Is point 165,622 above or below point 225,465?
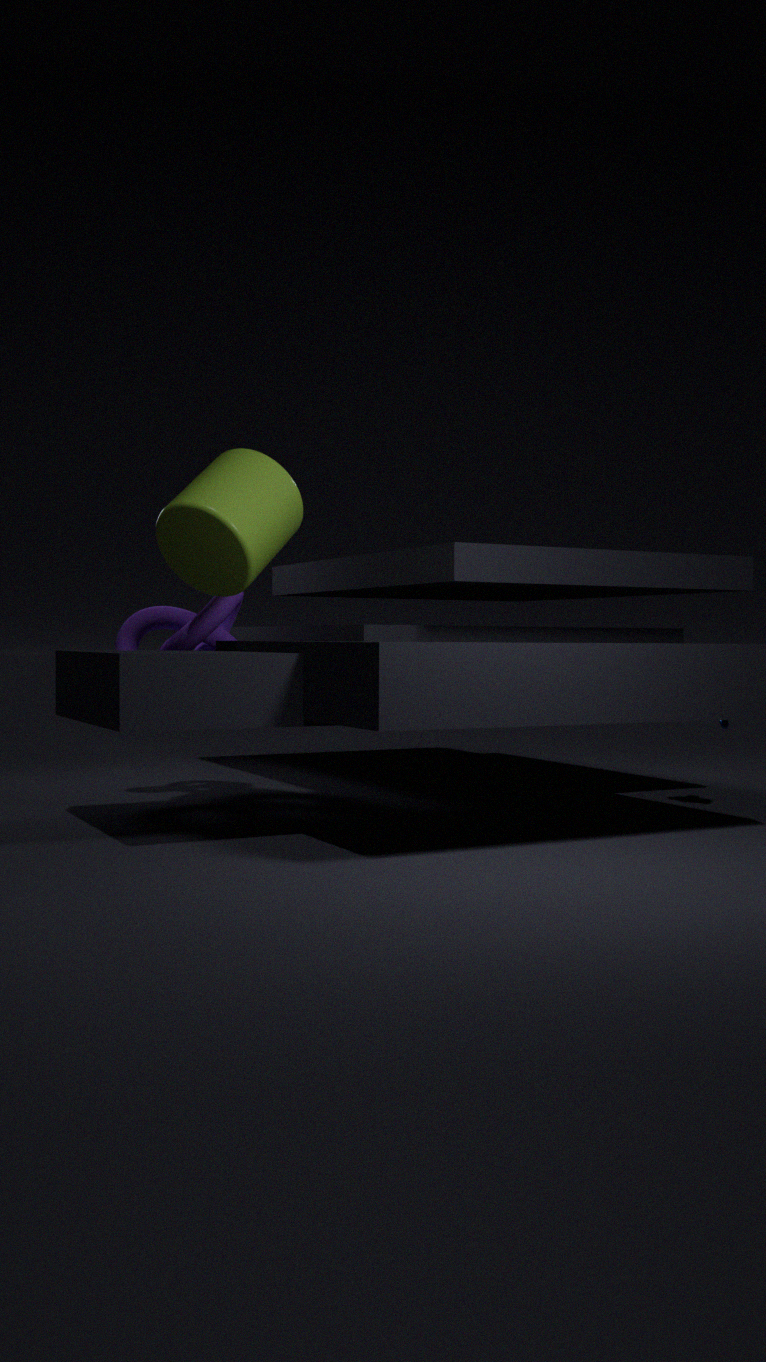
below
